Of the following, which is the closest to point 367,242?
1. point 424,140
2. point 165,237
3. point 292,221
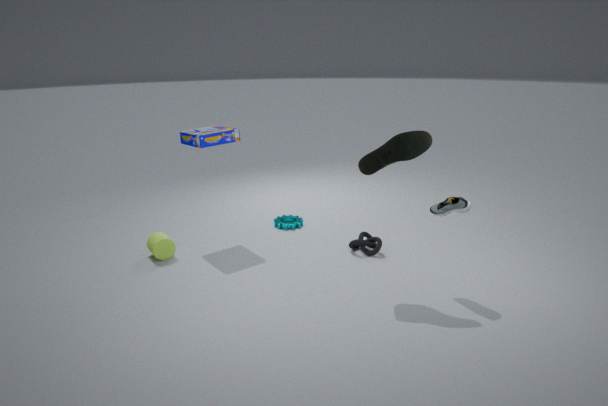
point 292,221
